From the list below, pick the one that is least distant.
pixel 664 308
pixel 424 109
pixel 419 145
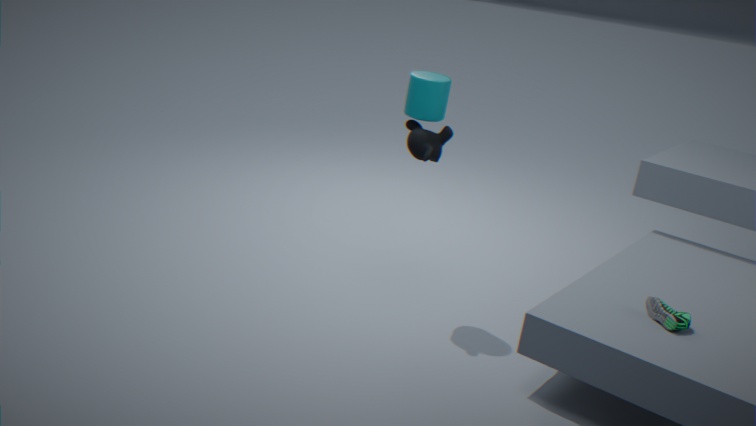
pixel 664 308
